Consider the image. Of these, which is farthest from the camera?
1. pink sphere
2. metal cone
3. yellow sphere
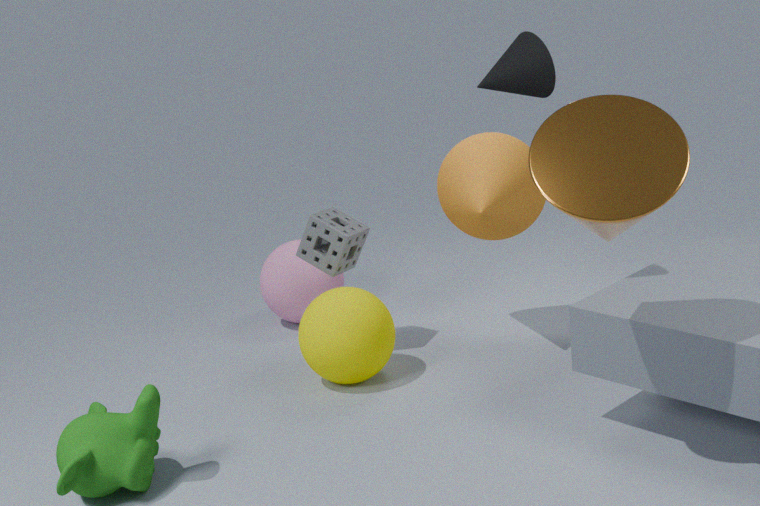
pink sphere
